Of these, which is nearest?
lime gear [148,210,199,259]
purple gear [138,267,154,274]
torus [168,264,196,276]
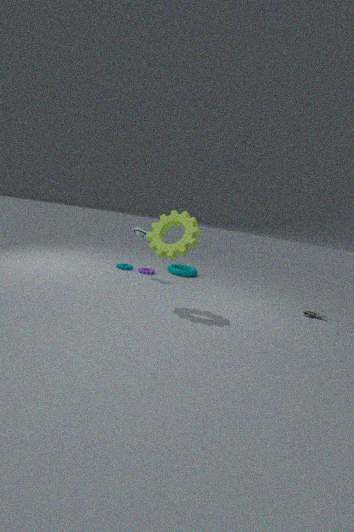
lime gear [148,210,199,259]
